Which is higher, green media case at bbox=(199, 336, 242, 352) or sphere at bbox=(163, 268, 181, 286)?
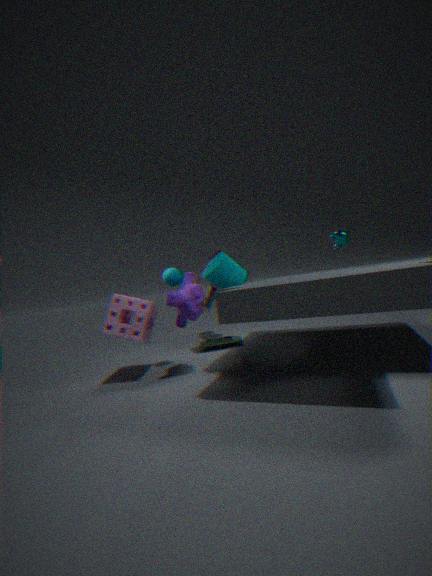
sphere at bbox=(163, 268, 181, 286)
